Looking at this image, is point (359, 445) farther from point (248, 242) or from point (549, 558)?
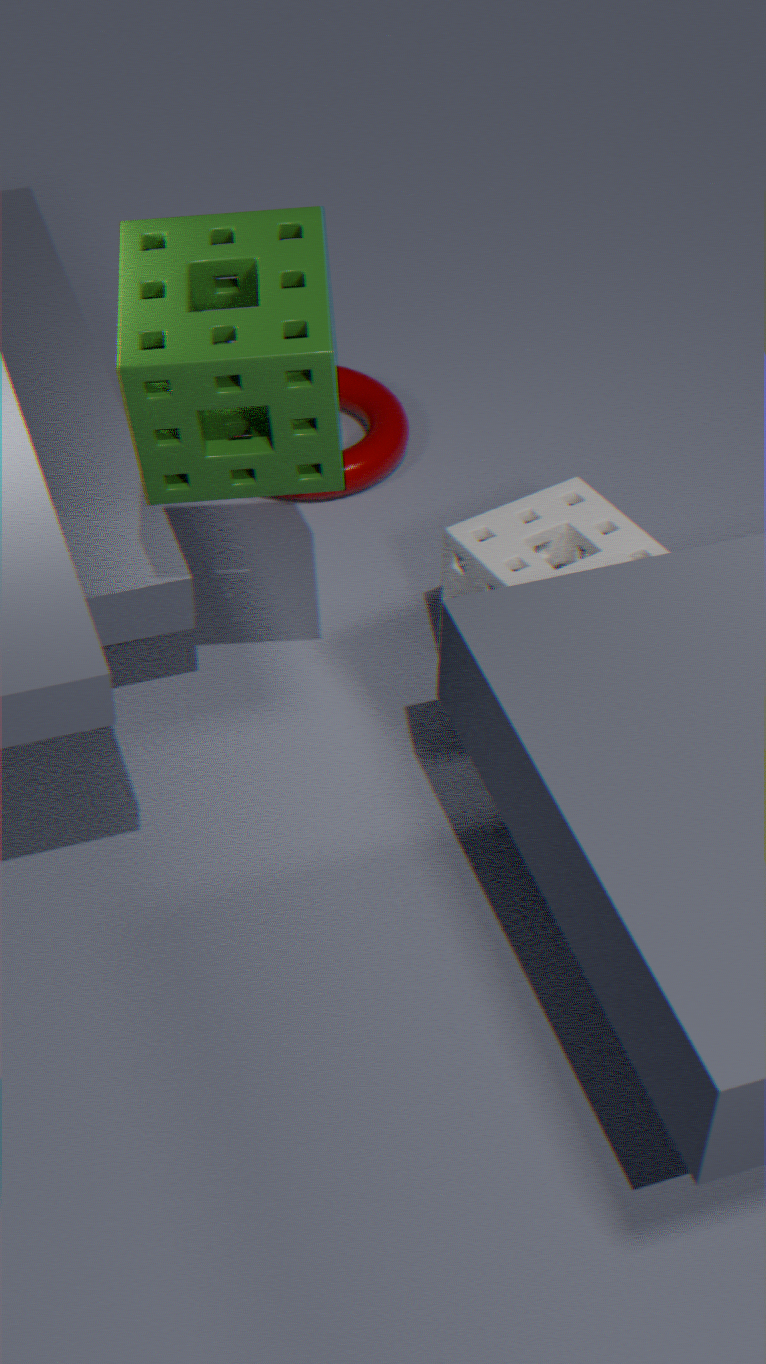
point (248, 242)
